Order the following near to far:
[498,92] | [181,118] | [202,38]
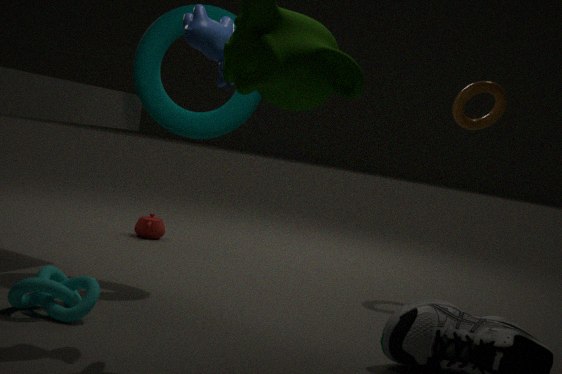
[202,38], [181,118], [498,92]
